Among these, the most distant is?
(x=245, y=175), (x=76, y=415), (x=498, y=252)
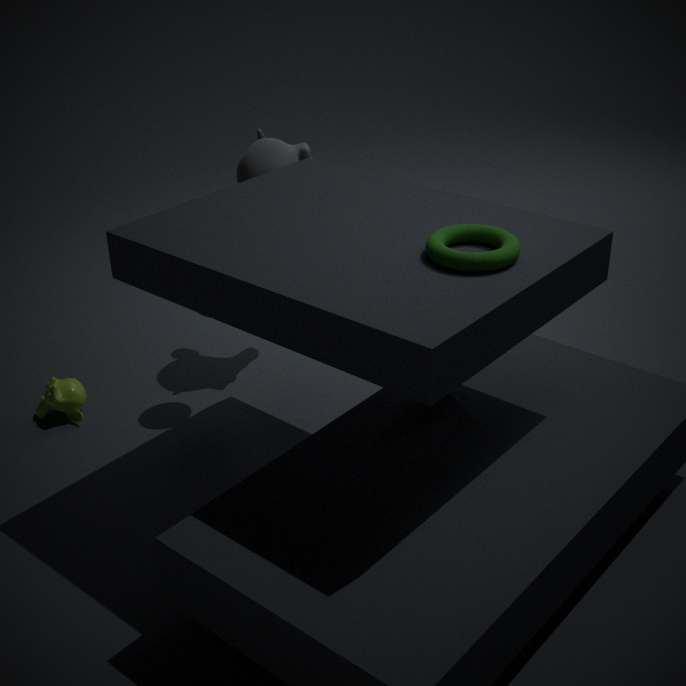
(x=245, y=175)
